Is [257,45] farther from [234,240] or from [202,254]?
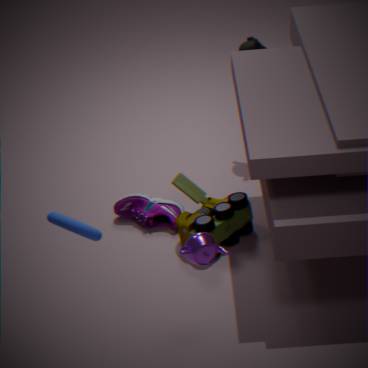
[202,254]
